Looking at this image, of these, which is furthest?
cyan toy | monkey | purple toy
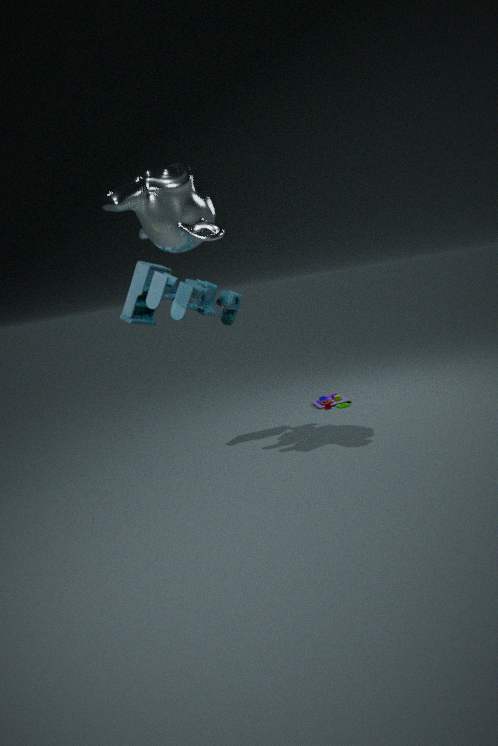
purple toy
